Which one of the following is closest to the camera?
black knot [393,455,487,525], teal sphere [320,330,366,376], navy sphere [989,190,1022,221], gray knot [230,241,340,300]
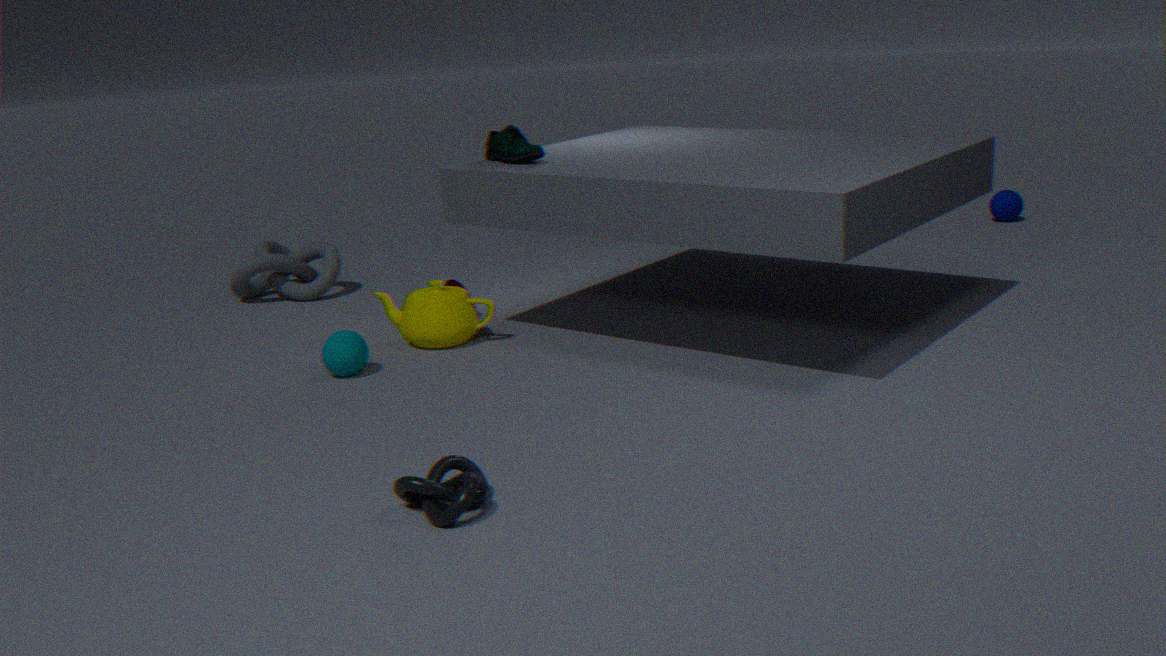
black knot [393,455,487,525]
